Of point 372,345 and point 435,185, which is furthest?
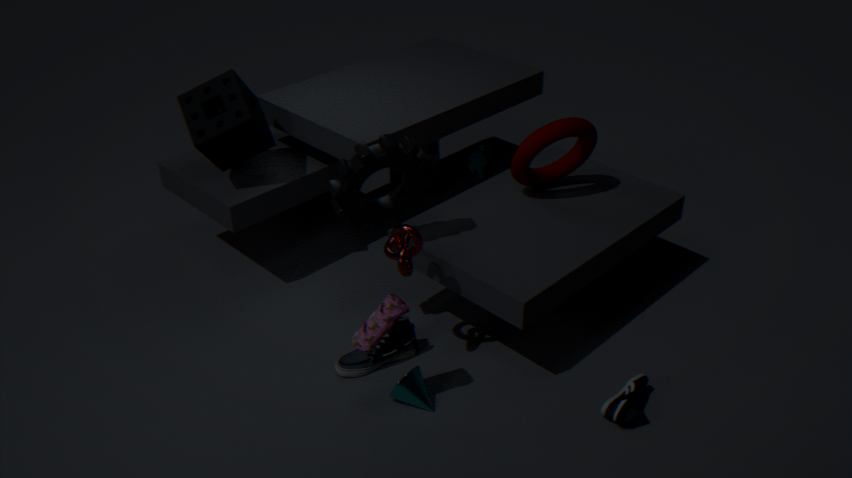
point 435,185
